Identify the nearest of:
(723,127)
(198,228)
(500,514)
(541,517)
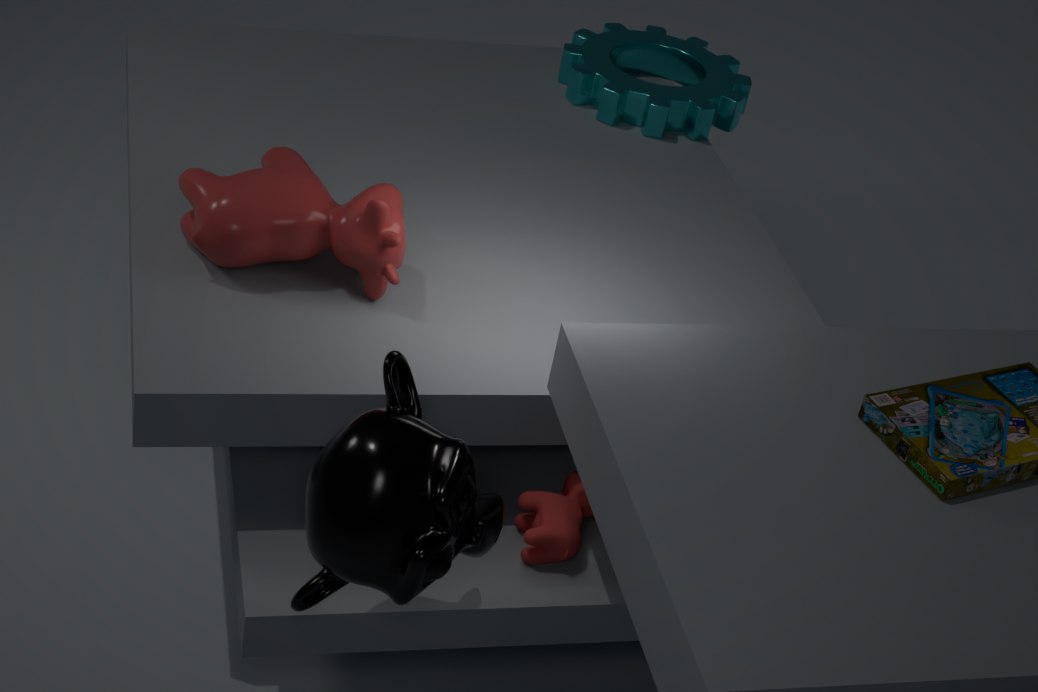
(500,514)
